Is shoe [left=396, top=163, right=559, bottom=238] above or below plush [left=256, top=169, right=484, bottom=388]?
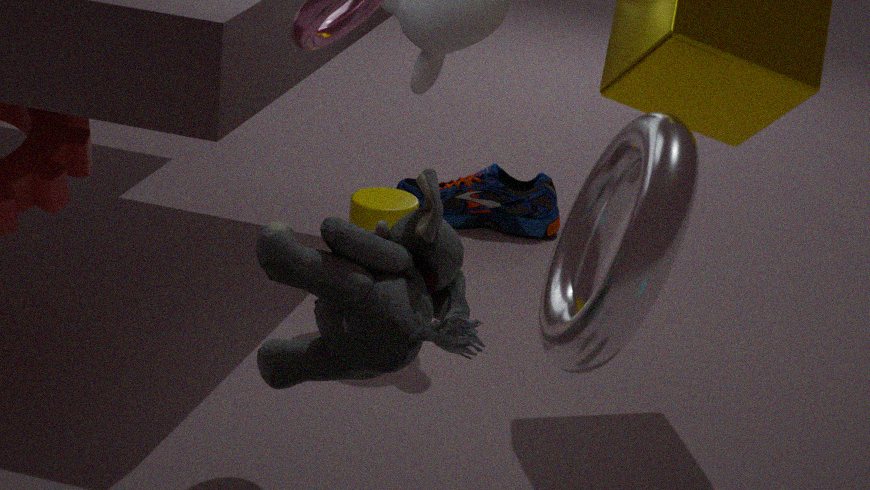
below
